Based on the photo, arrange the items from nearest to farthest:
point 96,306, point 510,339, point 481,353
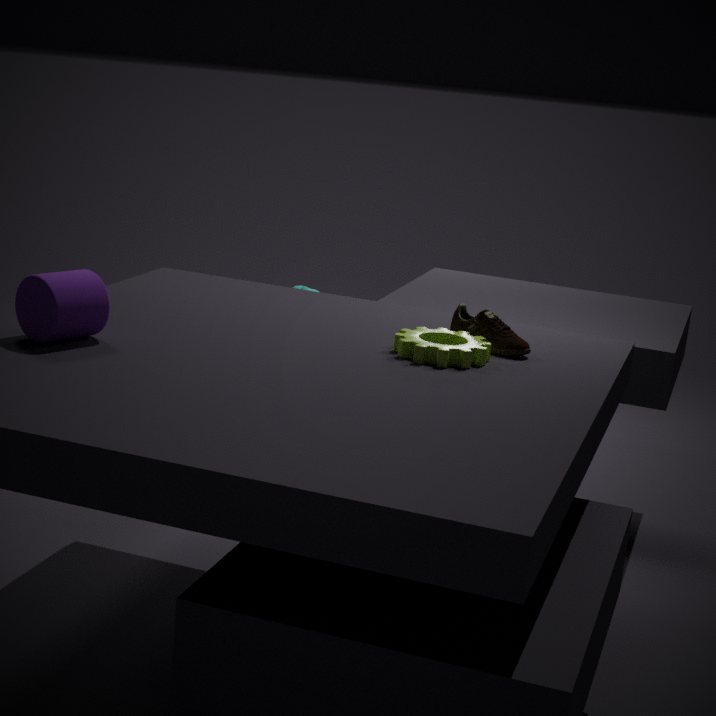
1. point 96,306
2. point 481,353
3. point 510,339
